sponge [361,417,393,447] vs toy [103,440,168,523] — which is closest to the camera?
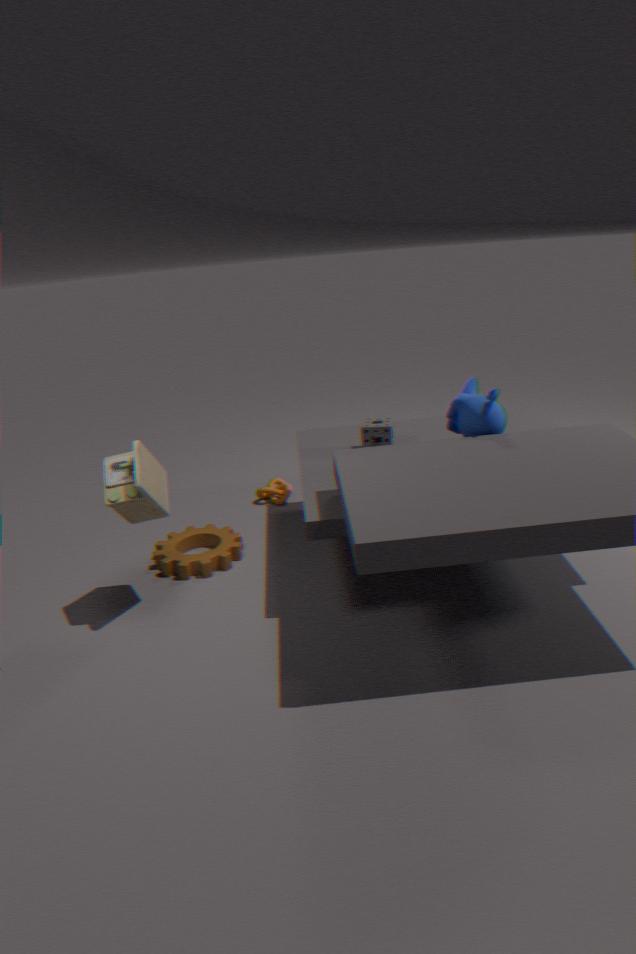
toy [103,440,168,523]
